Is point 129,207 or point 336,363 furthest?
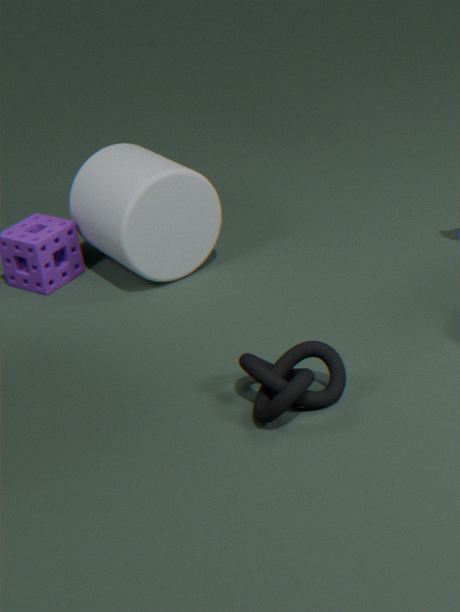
point 129,207
